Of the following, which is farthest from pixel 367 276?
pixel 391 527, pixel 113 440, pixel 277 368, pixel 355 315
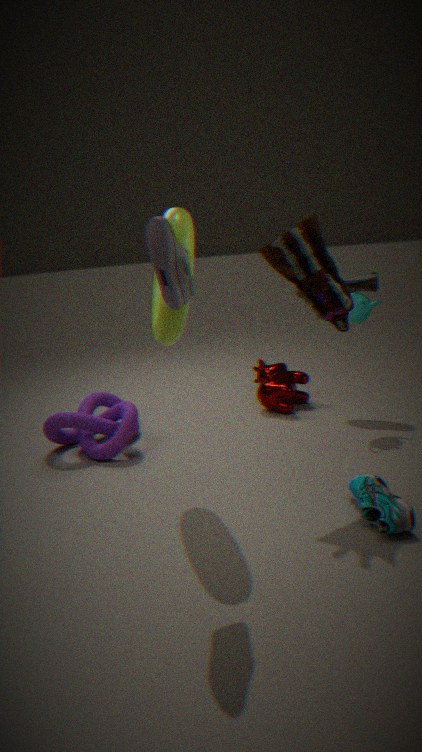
pixel 113 440
